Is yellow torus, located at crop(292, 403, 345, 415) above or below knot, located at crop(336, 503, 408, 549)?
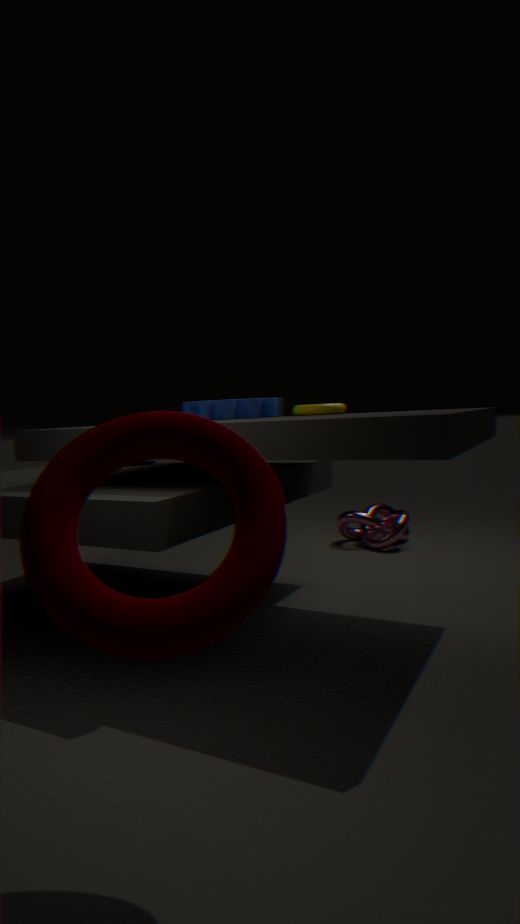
above
